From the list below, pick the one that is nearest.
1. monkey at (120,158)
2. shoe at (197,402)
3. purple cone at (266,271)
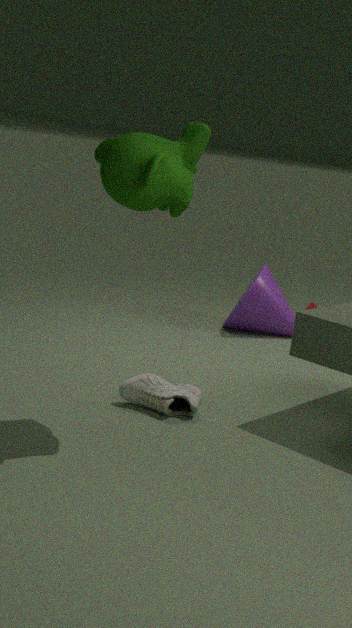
monkey at (120,158)
